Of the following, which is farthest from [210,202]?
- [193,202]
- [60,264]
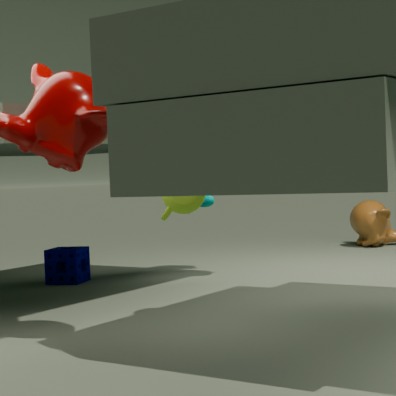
[193,202]
